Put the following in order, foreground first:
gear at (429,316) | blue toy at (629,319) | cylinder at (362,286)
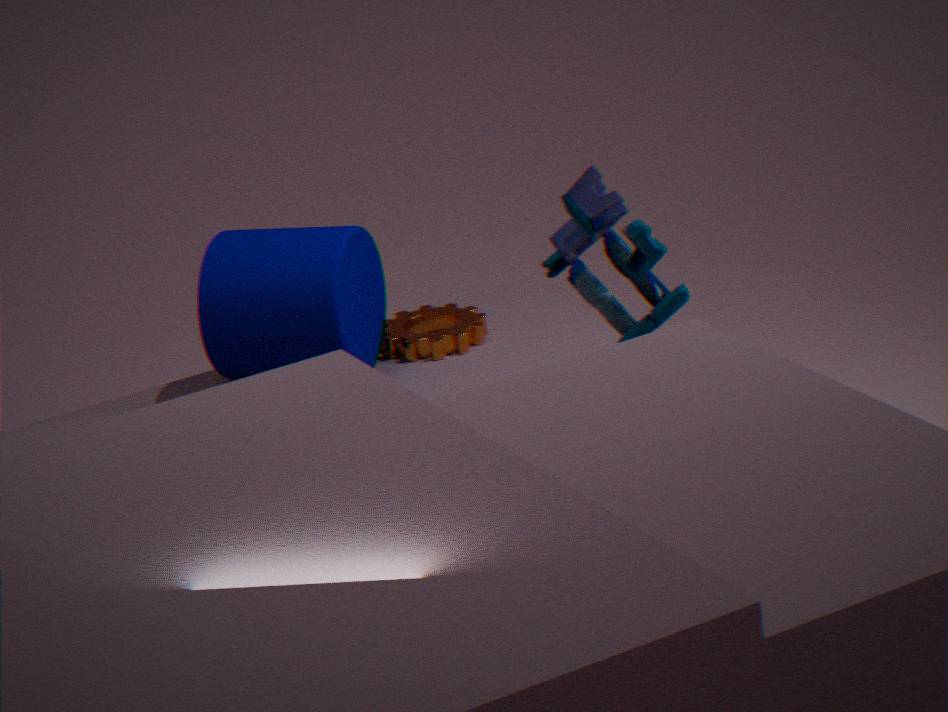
blue toy at (629,319) < cylinder at (362,286) < gear at (429,316)
